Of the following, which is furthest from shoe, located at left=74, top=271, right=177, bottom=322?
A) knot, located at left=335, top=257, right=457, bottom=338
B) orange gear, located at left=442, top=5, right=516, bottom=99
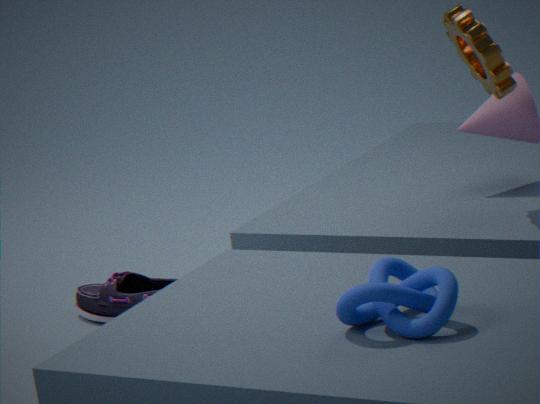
knot, located at left=335, top=257, right=457, bottom=338
